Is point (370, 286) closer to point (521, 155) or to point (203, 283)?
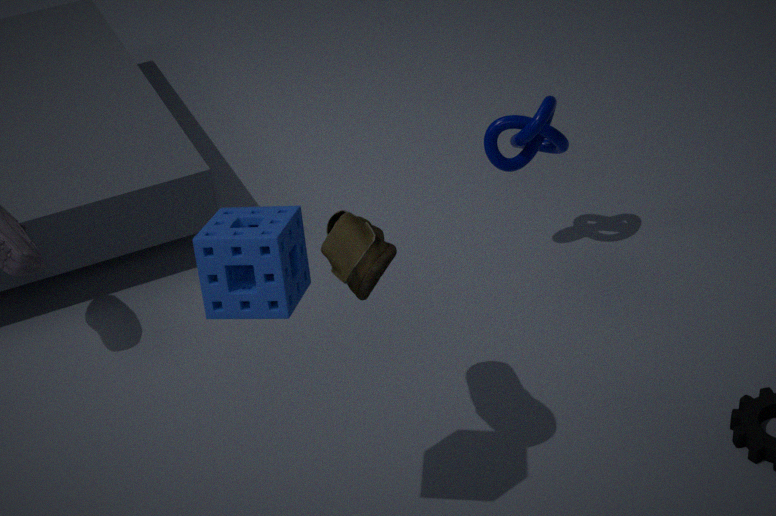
point (203, 283)
